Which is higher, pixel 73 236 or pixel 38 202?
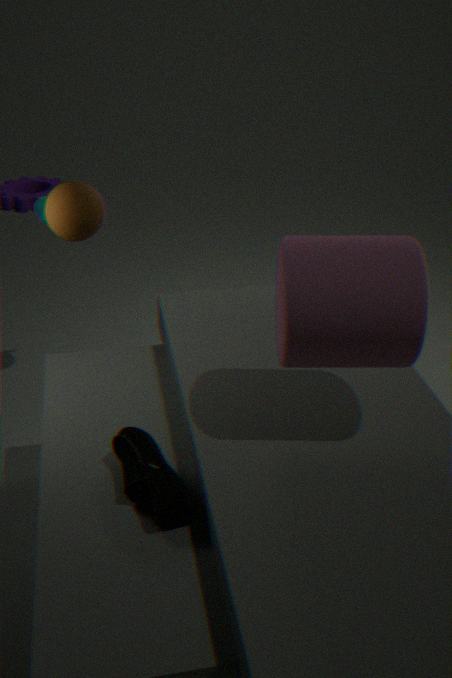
pixel 73 236
